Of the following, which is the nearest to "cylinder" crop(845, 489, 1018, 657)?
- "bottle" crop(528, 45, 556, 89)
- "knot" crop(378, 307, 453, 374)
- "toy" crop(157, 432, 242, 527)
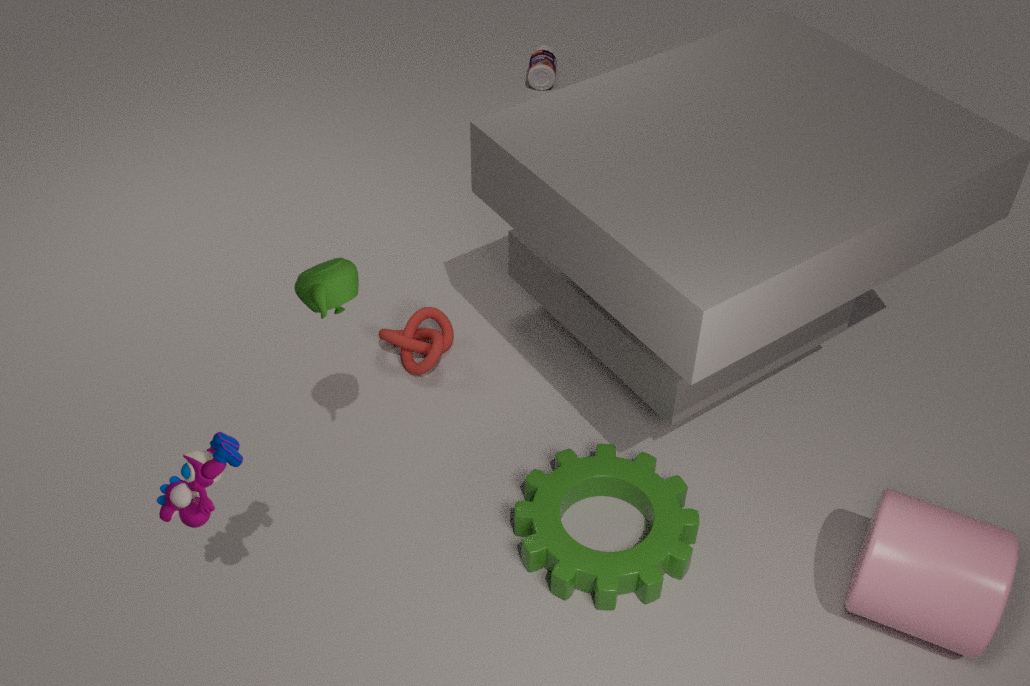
"knot" crop(378, 307, 453, 374)
